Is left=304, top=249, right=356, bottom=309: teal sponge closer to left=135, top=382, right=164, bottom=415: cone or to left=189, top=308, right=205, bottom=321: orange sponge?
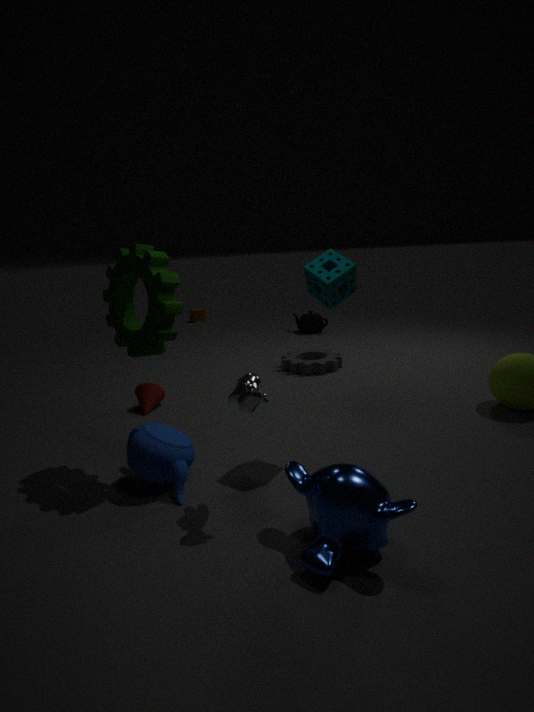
left=135, top=382, right=164, bottom=415: cone
